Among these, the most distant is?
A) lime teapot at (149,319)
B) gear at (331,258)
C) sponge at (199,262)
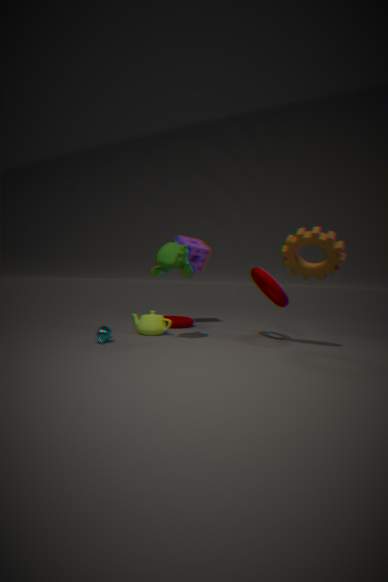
sponge at (199,262)
